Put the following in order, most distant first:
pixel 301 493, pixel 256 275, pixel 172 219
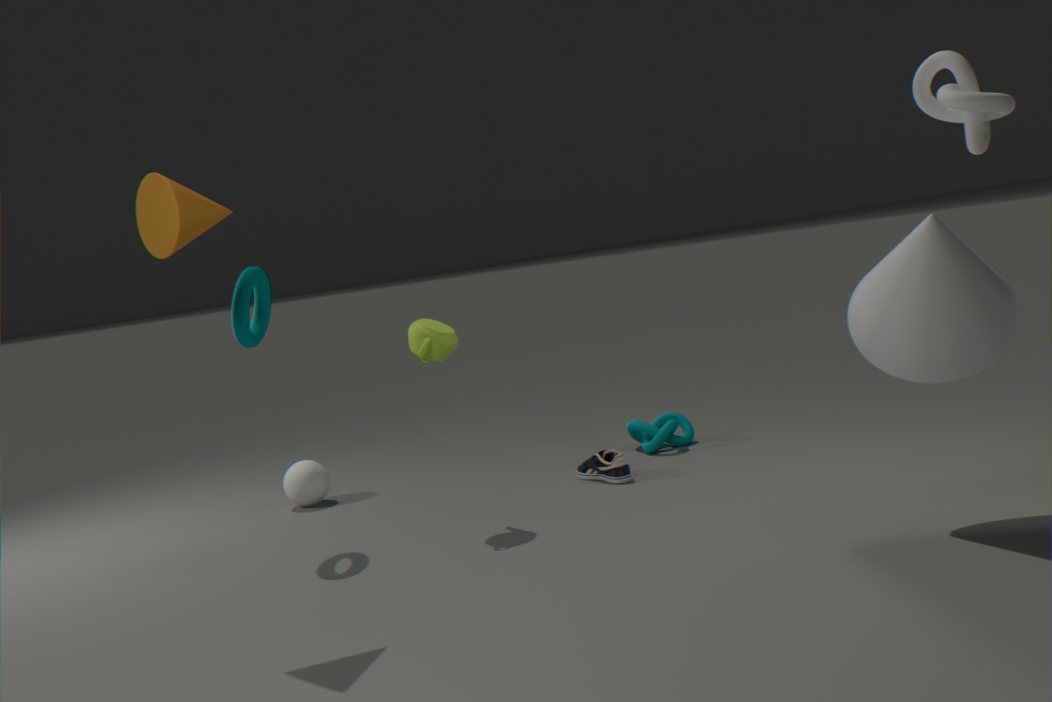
1. pixel 301 493
2. pixel 256 275
3. pixel 172 219
